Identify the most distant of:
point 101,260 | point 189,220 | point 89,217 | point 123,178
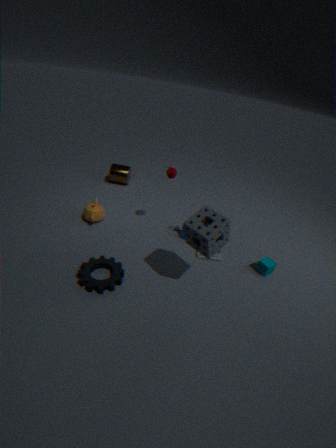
point 123,178
